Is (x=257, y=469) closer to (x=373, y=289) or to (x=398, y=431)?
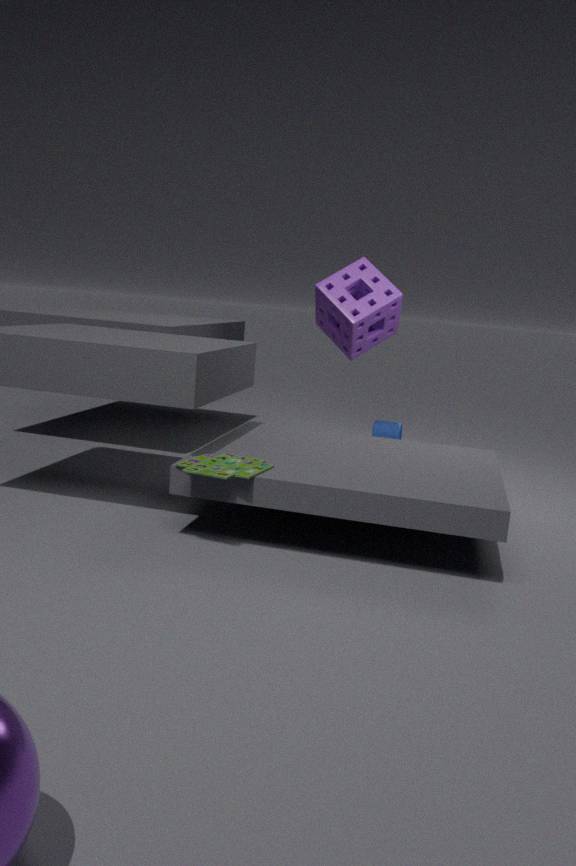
(x=373, y=289)
